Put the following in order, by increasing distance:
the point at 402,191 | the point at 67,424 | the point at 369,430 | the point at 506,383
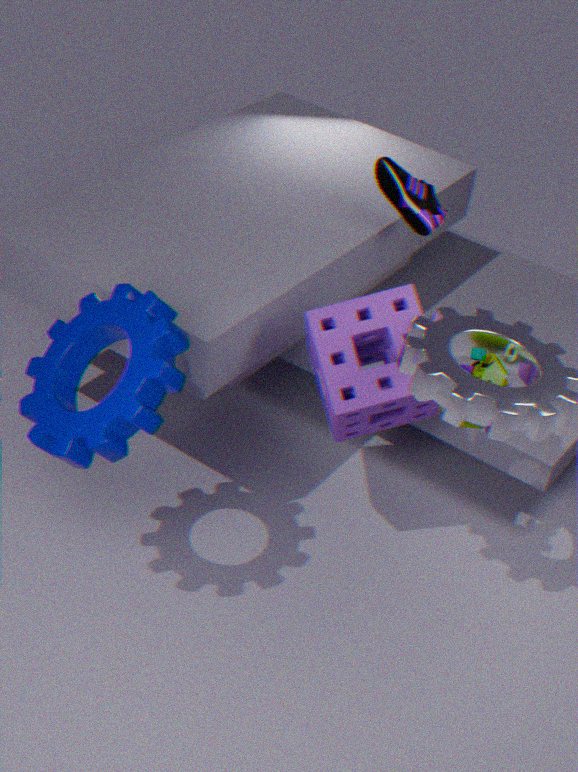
the point at 67,424
the point at 506,383
the point at 369,430
the point at 402,191
